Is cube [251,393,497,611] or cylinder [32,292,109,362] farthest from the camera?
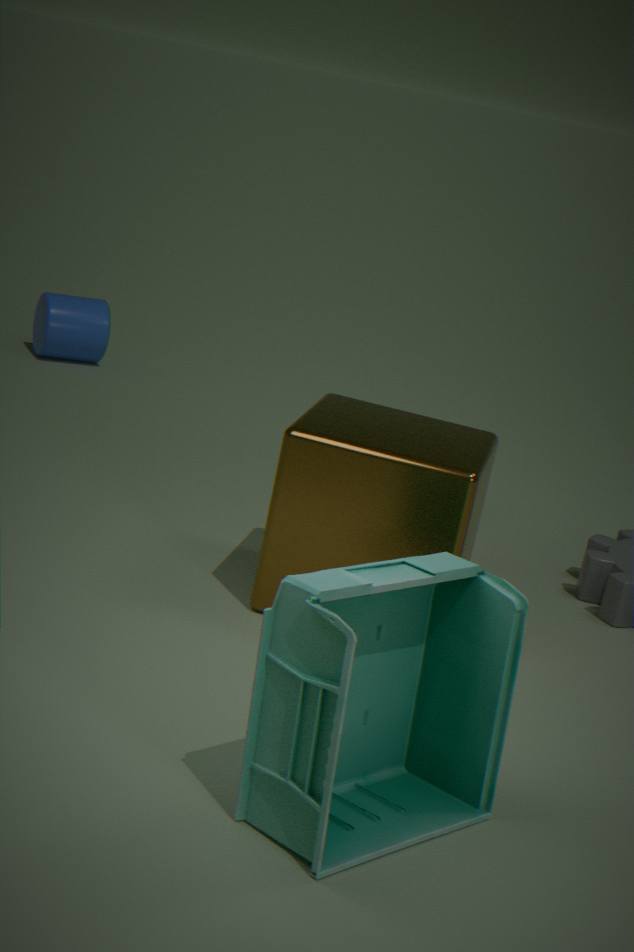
cylinder [32,292,109,362]
